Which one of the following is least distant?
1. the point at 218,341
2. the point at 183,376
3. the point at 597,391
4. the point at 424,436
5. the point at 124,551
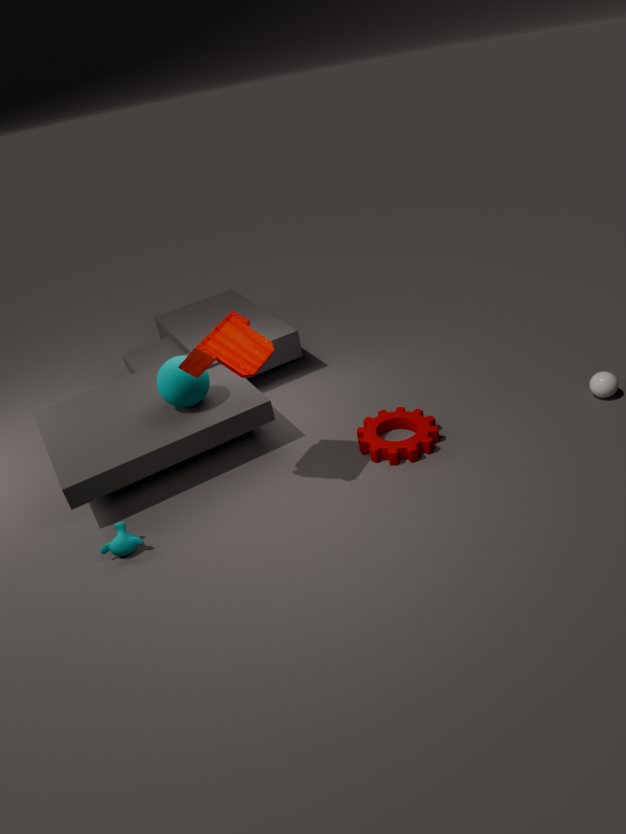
the point at 218,341
